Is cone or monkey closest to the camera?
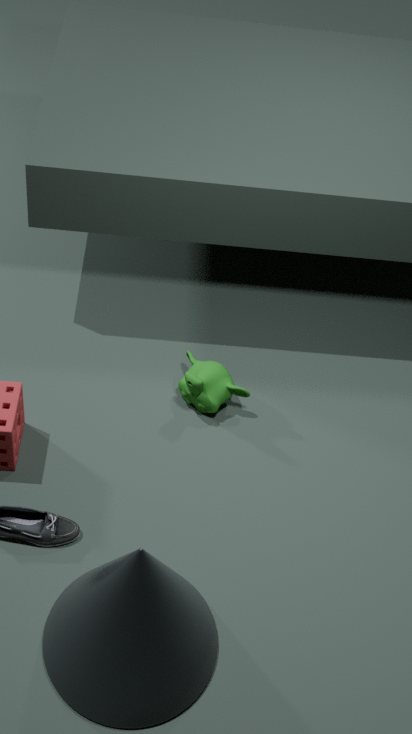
cone
